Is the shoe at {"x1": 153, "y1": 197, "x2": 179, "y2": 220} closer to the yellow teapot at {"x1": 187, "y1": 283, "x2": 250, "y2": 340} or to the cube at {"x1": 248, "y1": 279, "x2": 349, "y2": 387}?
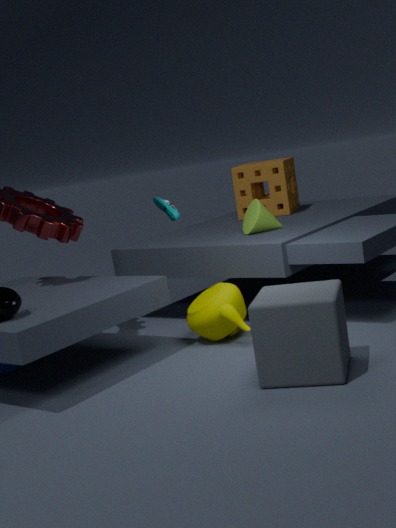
the yellow teapot at {"x1": 187, "y1": 283, "x2": 250, "y2": 340}
